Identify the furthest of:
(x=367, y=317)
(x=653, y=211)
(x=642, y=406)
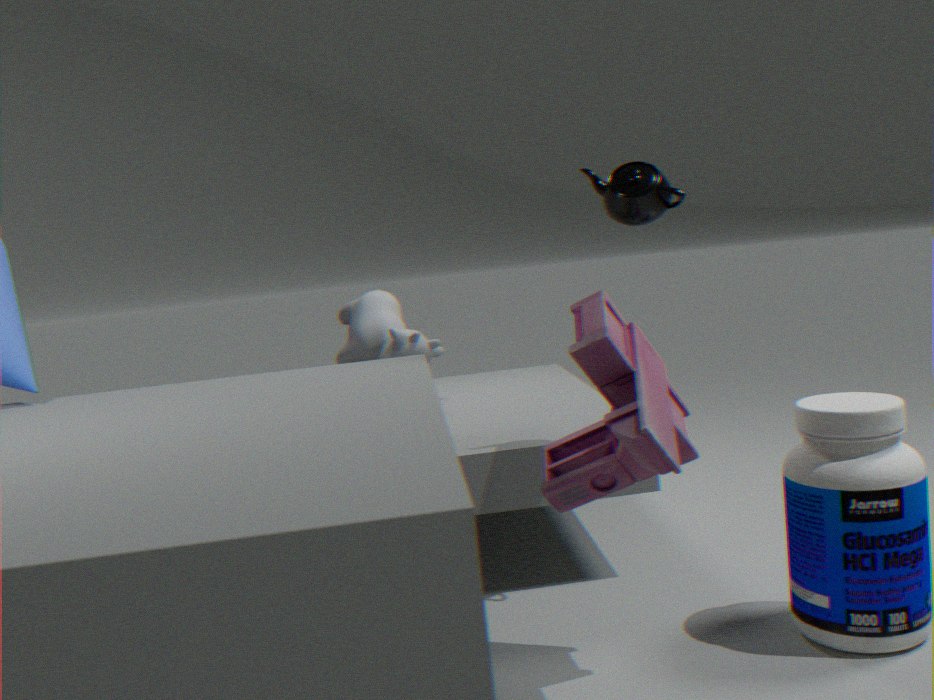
(x=367, y=317)
